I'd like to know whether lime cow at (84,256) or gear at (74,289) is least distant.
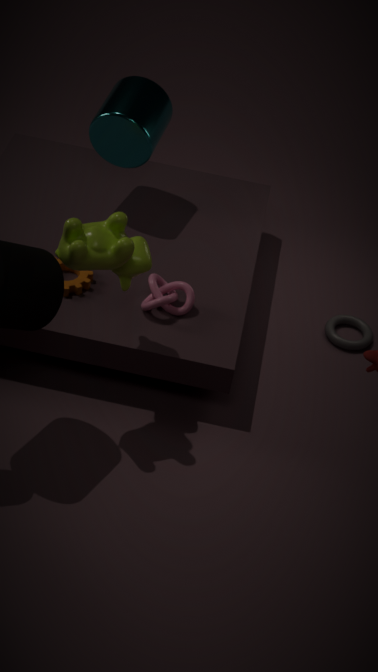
lime cow at (84,256)
